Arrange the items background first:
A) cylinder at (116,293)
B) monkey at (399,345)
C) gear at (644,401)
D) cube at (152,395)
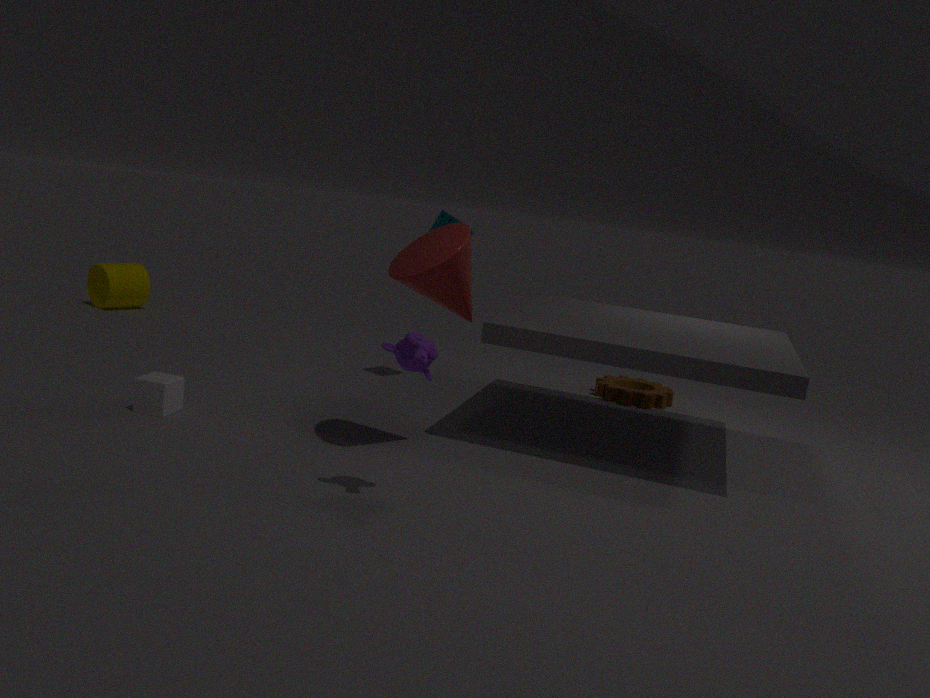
cylinder at (116,293), gear at (644,401), cube at (152,395), monkey at (399,345)
